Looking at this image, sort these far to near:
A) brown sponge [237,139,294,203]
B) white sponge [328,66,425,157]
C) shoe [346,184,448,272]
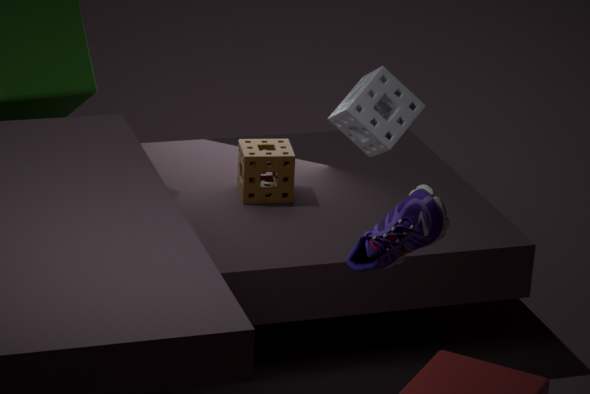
brown sponge [237,139,294,203] → white sponge [328,66,425,157] → shoe [346,184,448,272]
